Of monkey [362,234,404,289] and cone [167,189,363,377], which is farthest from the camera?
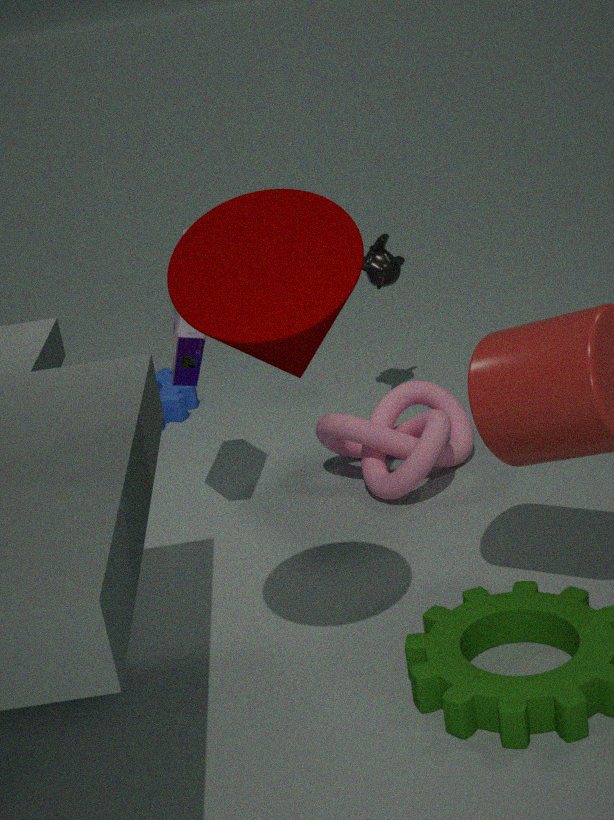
monkey [362,234,404,289]
